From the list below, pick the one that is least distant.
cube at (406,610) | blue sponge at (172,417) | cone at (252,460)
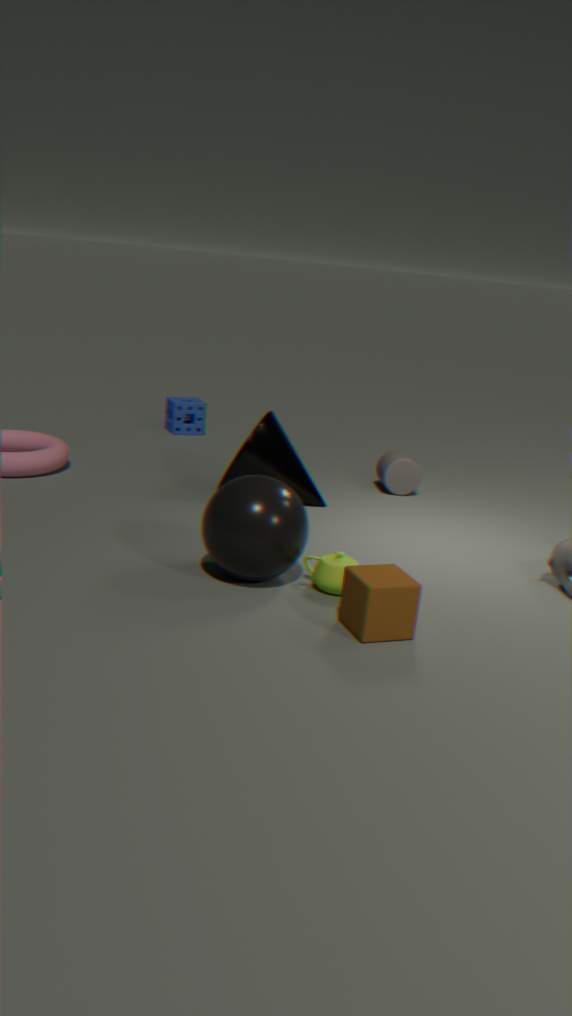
cube at (406,610)
